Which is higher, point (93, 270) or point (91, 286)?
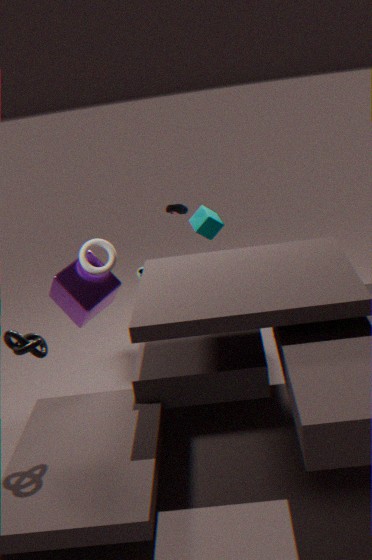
point (93, 270)
